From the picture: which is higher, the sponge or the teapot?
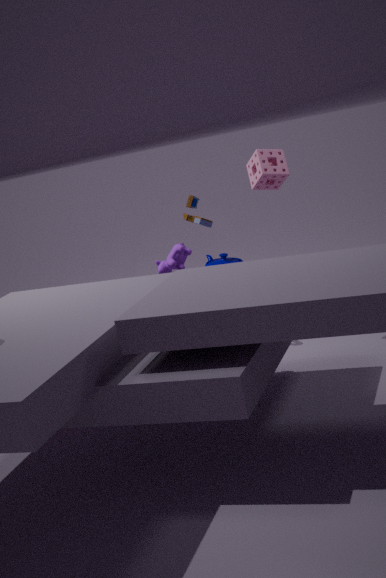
the sponge
